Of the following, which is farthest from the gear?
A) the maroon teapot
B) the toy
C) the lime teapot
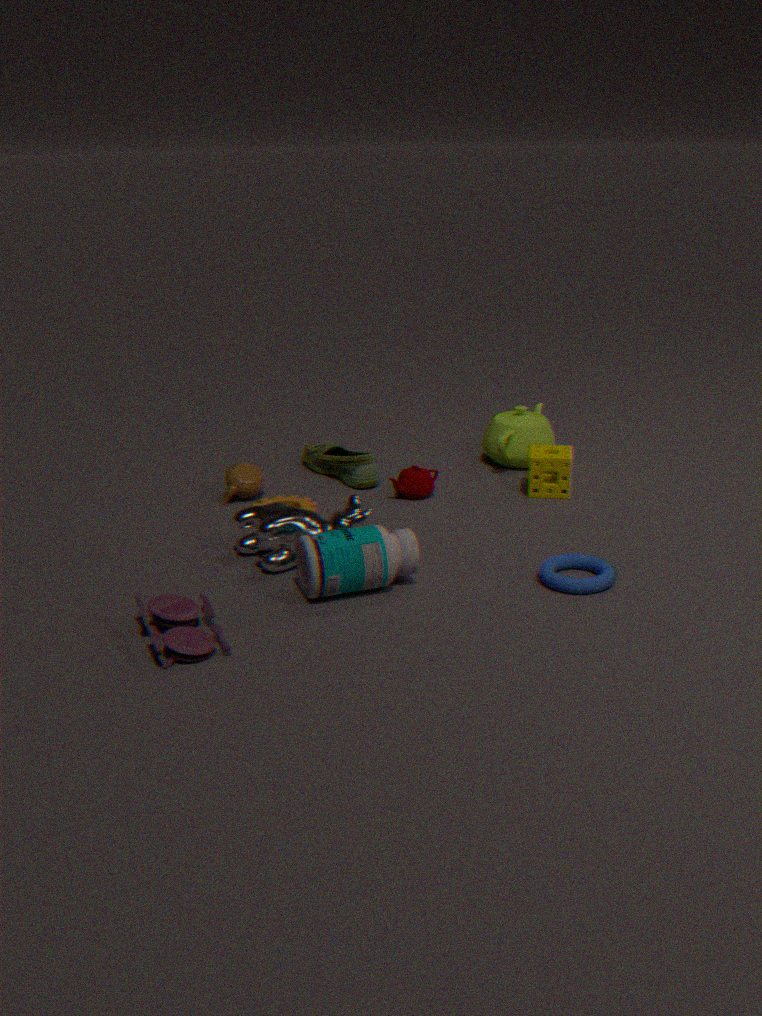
the lime teapot
